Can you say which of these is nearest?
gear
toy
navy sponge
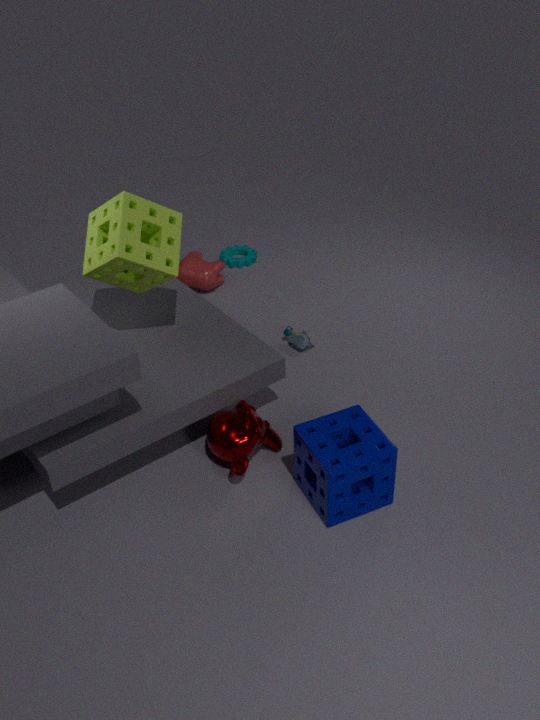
navy sponge
